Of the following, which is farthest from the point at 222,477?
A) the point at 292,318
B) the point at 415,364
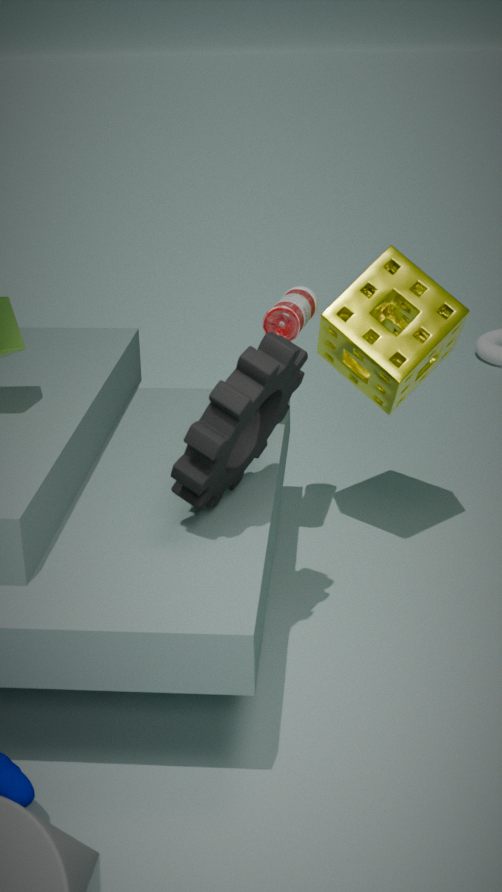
the point at 415,364
